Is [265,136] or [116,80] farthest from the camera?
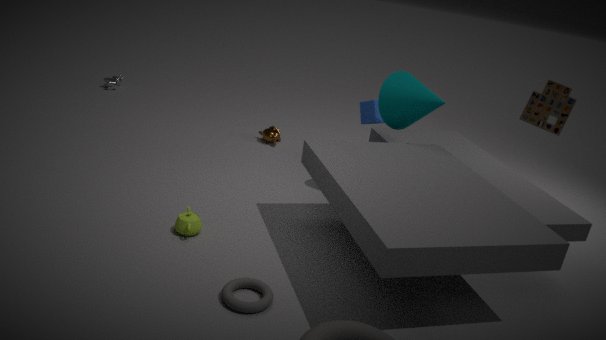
[116,80]
